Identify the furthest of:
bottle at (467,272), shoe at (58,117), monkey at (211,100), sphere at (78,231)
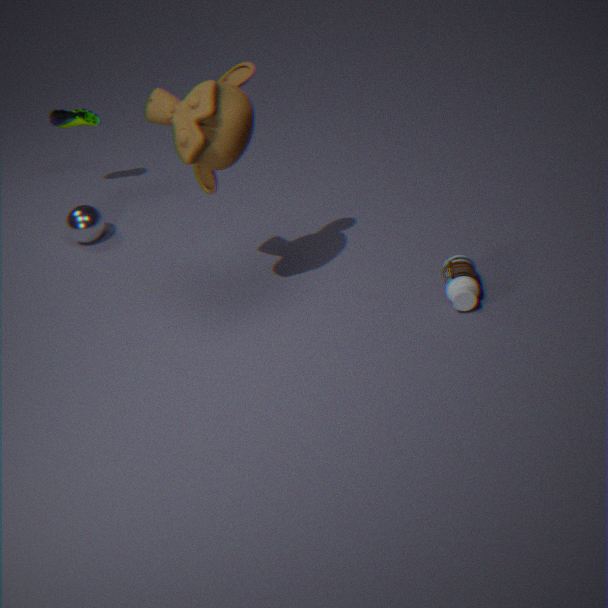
shoe at (58,117)
